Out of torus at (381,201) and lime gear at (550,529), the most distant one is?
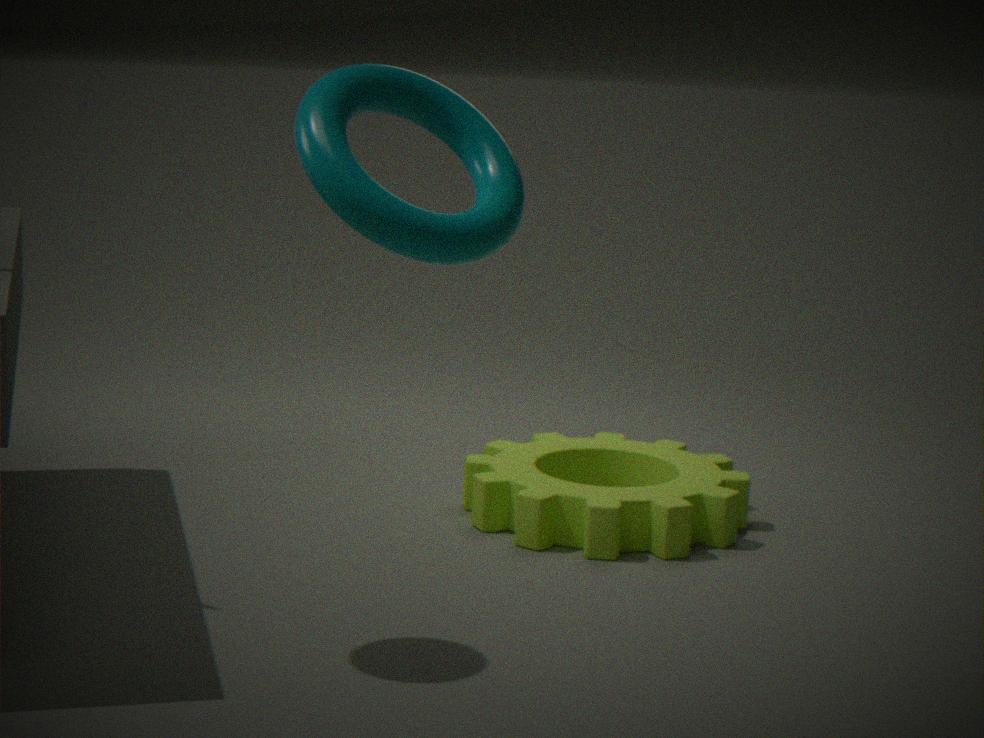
lime gear at (550,529)
